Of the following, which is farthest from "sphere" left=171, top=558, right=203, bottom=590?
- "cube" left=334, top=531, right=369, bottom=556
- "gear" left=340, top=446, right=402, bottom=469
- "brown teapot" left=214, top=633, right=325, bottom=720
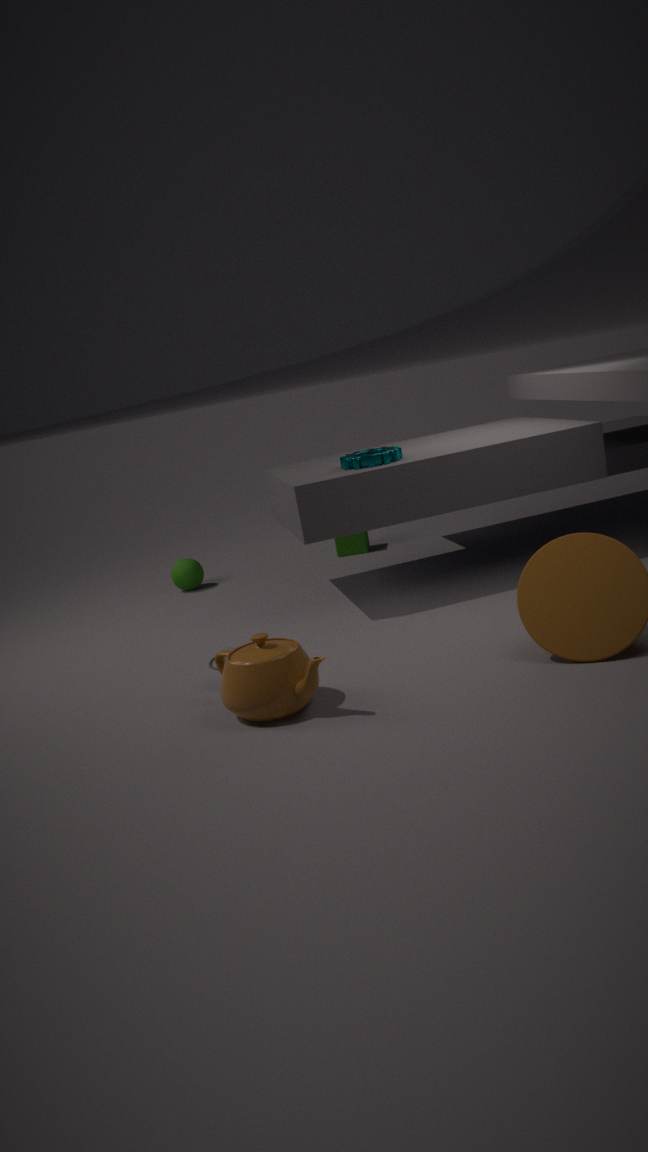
"brown teapot" left=214, top=633, right=325, bottom=720
